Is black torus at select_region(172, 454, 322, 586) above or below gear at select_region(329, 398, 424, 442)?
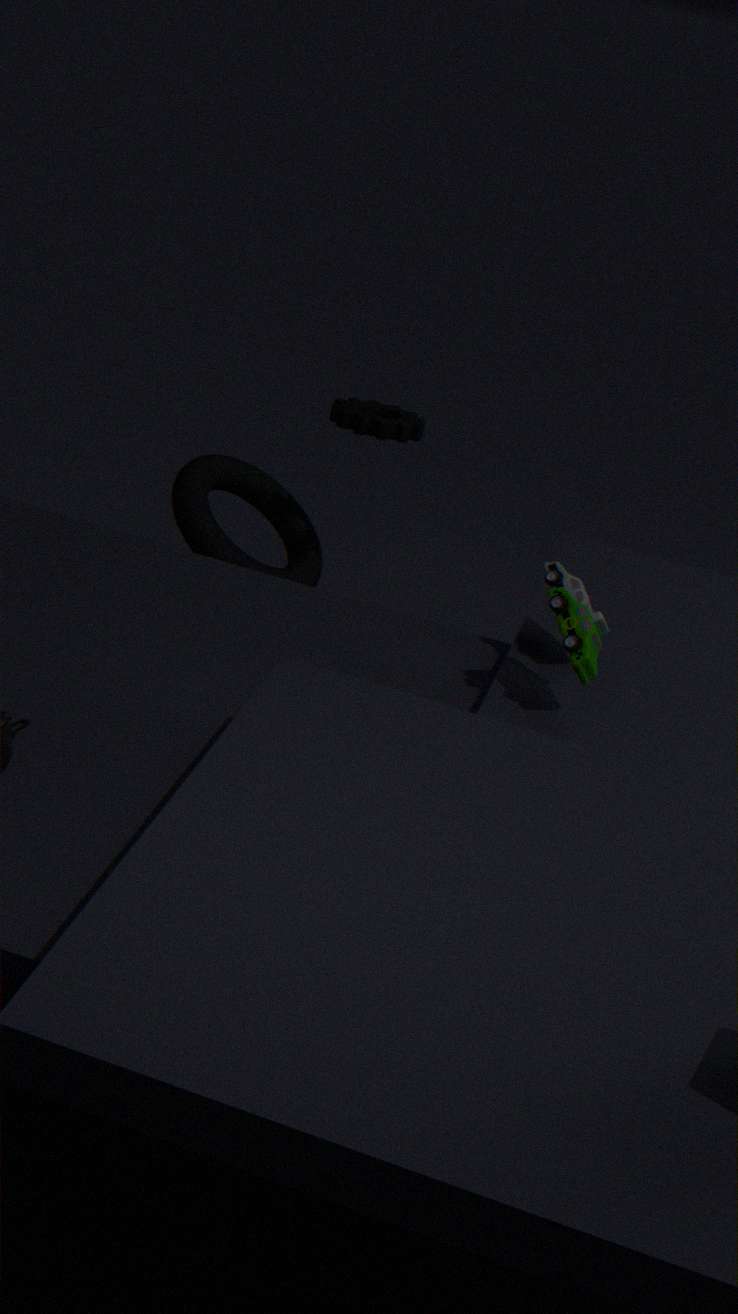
below
